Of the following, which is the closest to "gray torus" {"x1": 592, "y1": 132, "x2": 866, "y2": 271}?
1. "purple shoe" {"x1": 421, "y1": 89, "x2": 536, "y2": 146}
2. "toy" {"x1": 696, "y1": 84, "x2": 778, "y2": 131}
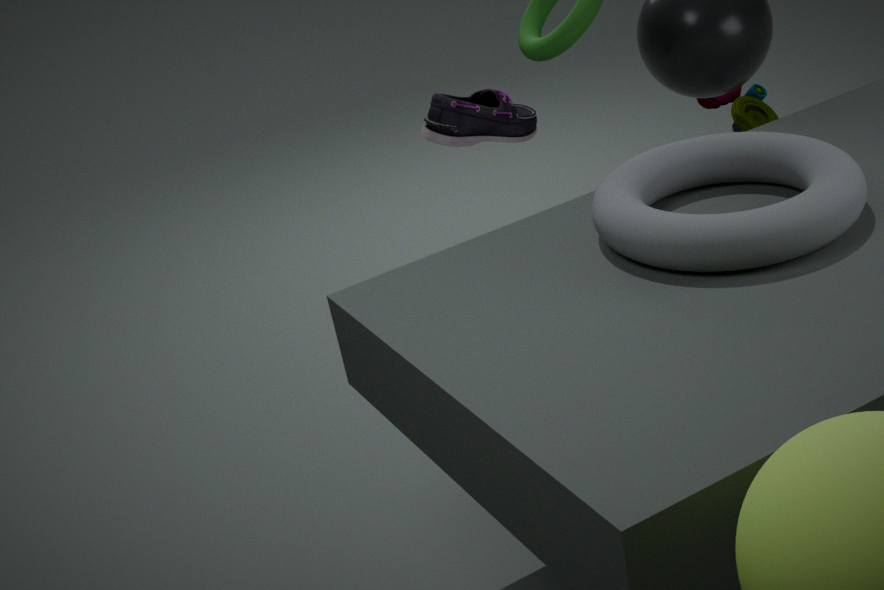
"purple shoe" {"x1": 421, "y1": 89, "x2": 536, "y2": 146}
